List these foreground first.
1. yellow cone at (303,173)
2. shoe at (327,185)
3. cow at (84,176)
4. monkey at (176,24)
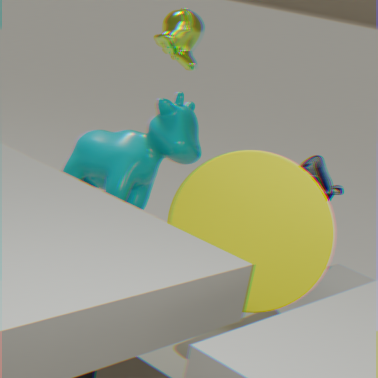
yellow cone at (303,173) → monkey at (176,24) → cow at (84,176) → shoe at (327,185)
